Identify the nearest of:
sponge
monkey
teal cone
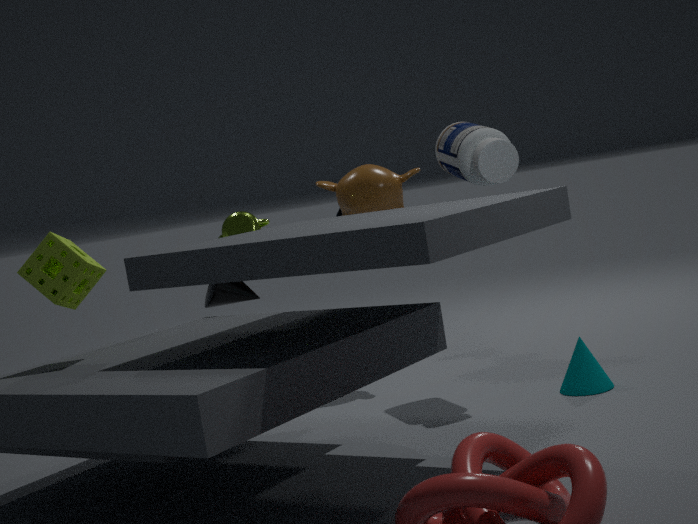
sponge
